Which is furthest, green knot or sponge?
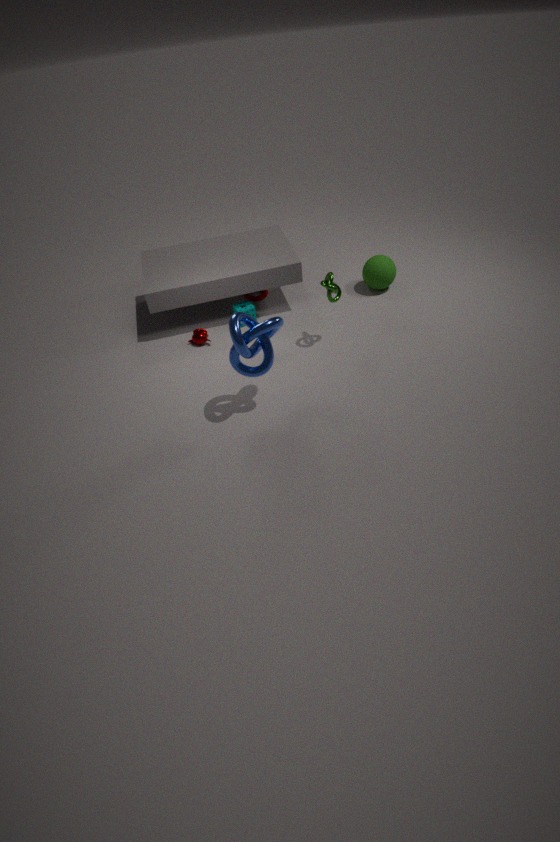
sponge
